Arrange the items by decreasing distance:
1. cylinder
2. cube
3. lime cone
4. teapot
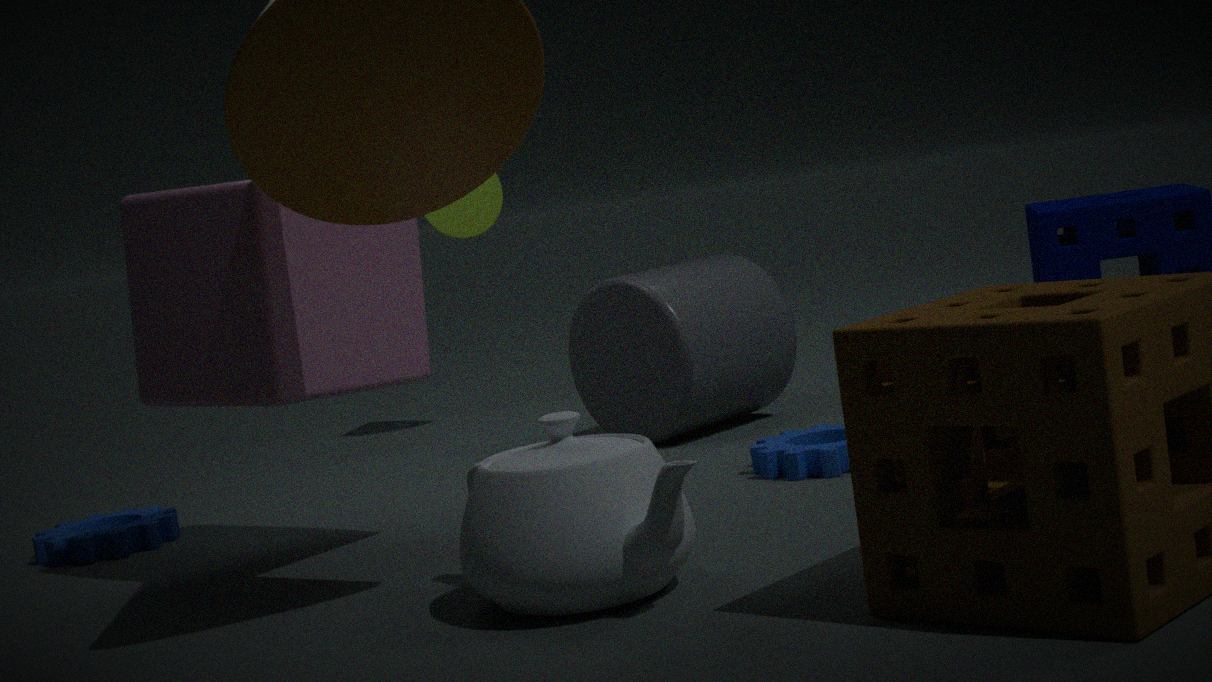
lime cone, cylinder, cube, teapot
